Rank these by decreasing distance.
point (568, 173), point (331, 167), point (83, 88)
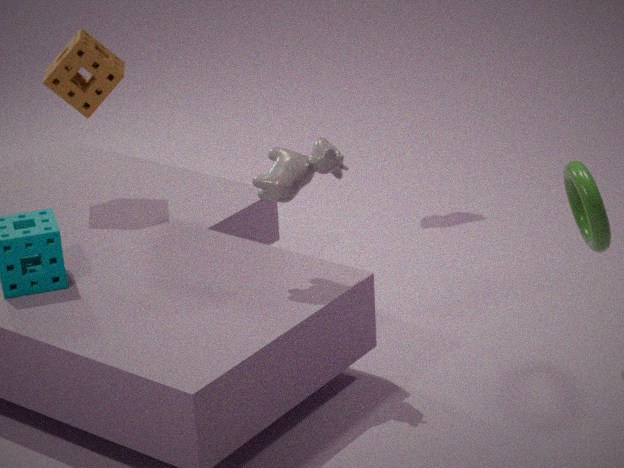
1. point (83, 88)
2. point (568, 173)
3. point (331, 167)
